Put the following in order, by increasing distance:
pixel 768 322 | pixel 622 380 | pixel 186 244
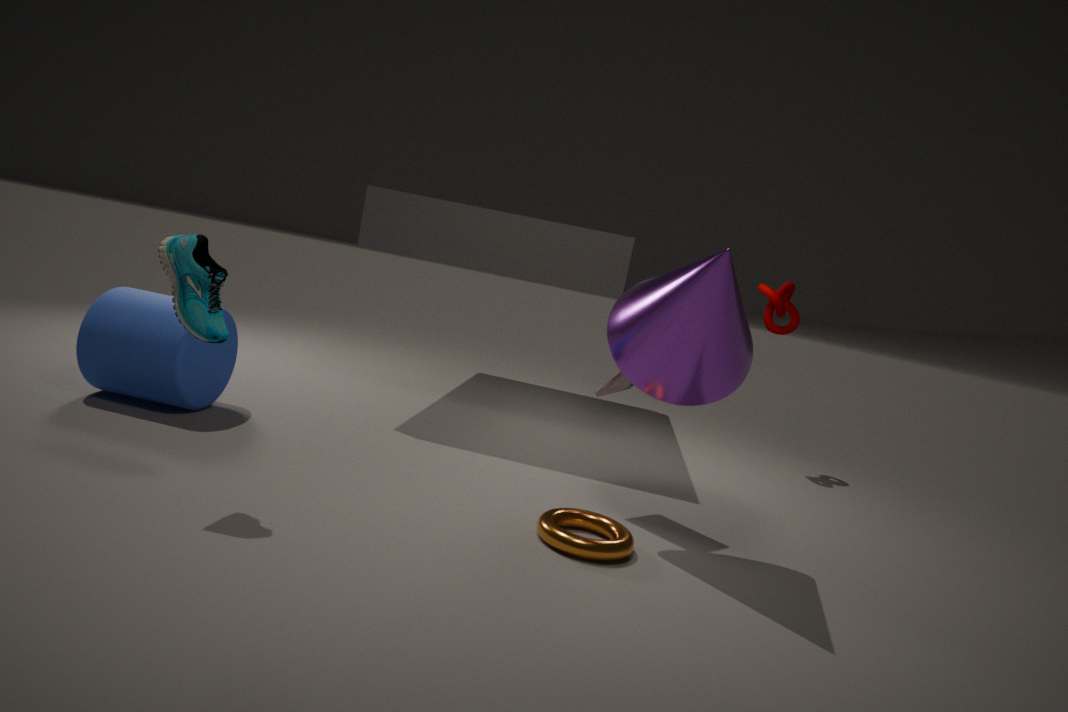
1. pixel 186 244
2. pixel 622 380
3. pixel 768 322
